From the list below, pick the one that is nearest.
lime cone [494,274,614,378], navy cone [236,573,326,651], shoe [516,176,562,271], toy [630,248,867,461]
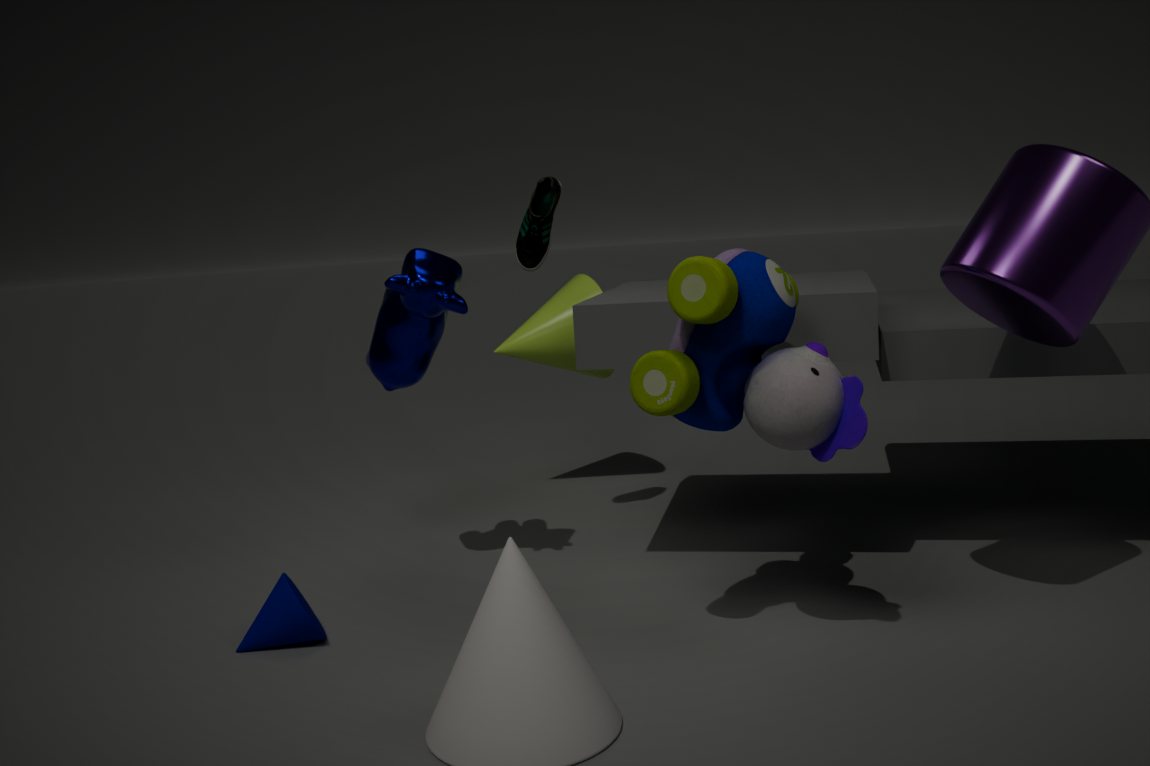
toy [630,248,867,461]
